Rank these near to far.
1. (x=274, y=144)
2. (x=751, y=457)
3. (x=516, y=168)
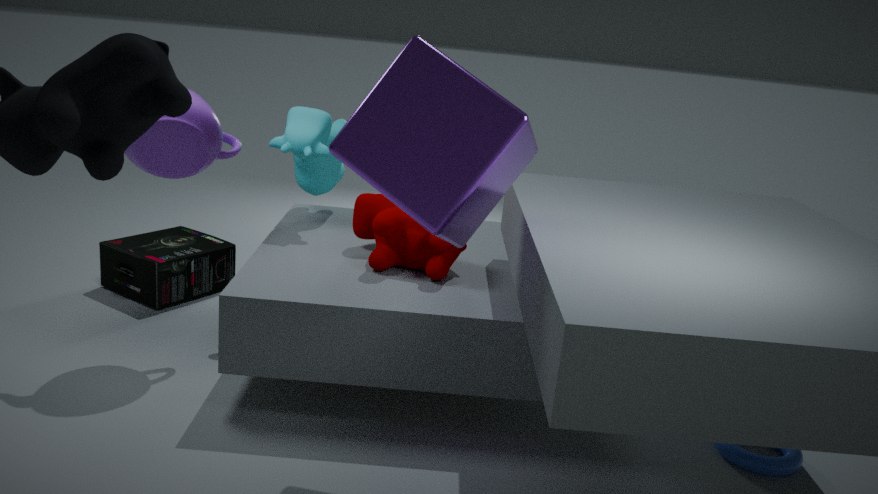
(x=516, y=168)
(x=751, y=457)
(x=274, y=144)
